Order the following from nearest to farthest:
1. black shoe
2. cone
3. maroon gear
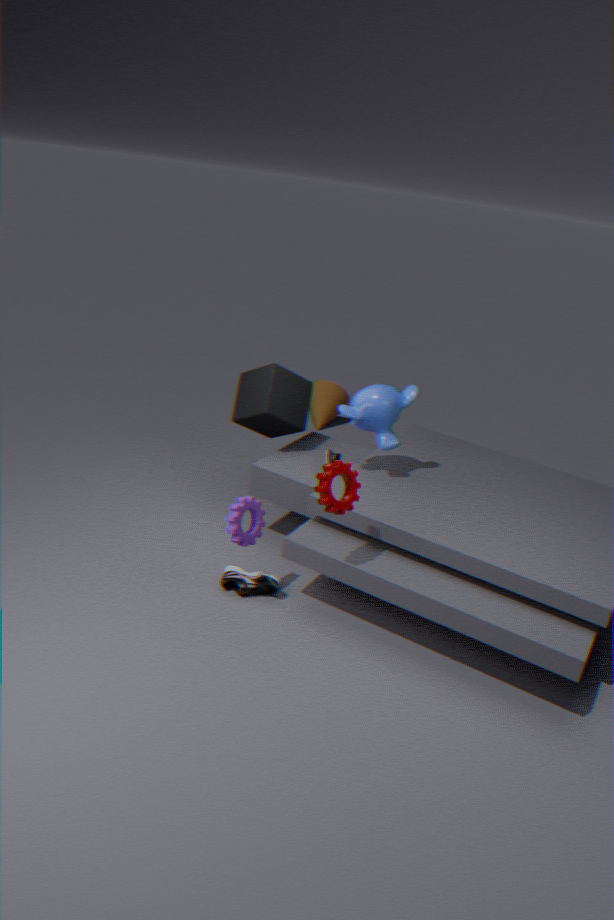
maroon gear, black shoe, cone
